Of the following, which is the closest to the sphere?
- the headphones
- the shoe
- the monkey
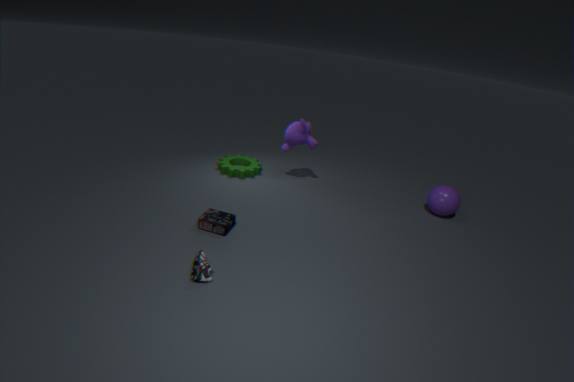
the monkey
